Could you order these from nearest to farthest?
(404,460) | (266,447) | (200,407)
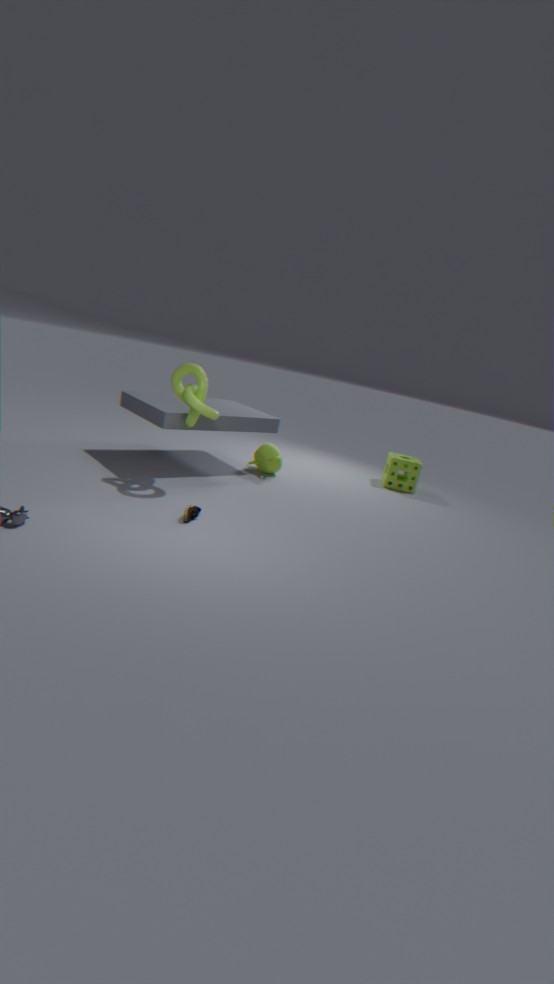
(200,407)
(266,447)
(404,460)
